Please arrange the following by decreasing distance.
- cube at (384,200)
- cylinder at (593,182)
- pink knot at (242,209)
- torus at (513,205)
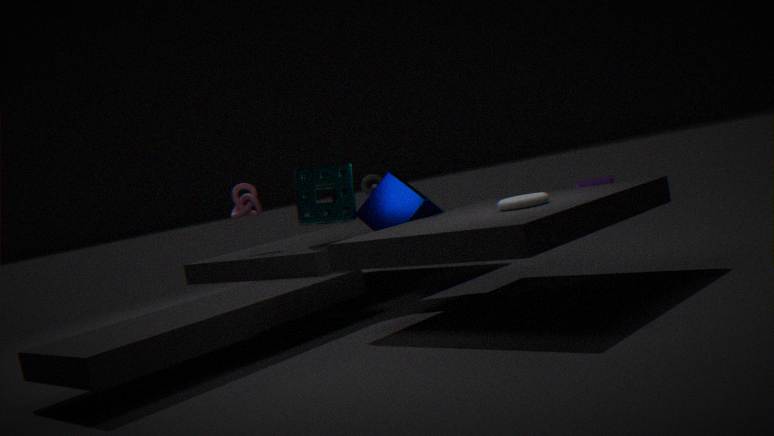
cylinder at (593,182) < pink knot at (242,209) < cube at (384,200) < torus at (513,205)
